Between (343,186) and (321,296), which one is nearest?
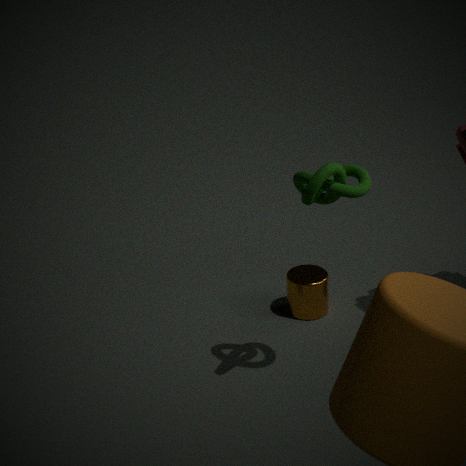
(343,186)
